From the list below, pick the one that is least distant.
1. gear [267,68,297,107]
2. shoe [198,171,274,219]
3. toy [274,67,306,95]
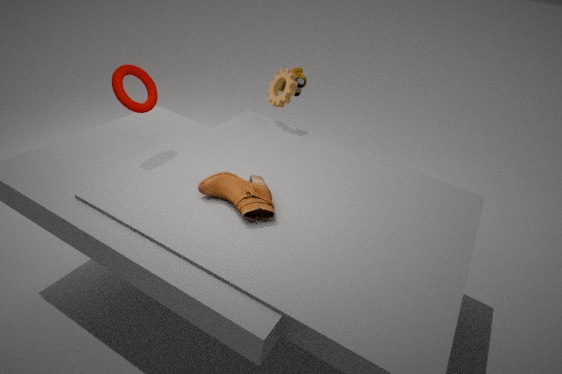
shoe [198,171,274,219]
